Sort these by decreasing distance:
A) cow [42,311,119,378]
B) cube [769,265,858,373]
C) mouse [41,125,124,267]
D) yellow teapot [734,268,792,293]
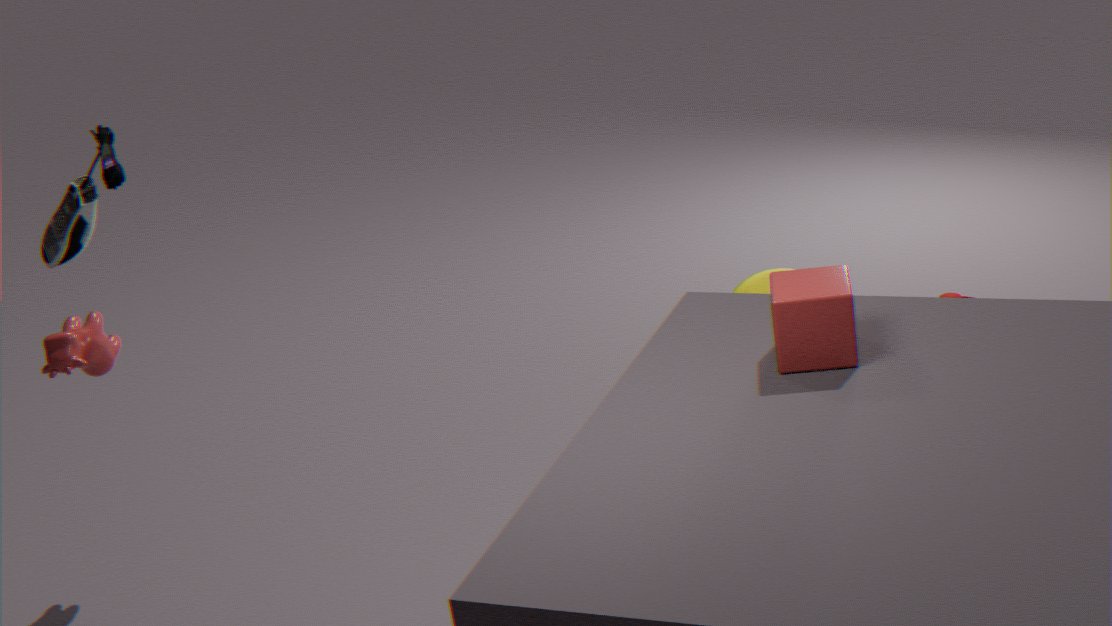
yellow teapot [734,268,792,293]
cow [42,311,119,378]
mouse [41,125,124,267]
cube [769,265,858,373]
